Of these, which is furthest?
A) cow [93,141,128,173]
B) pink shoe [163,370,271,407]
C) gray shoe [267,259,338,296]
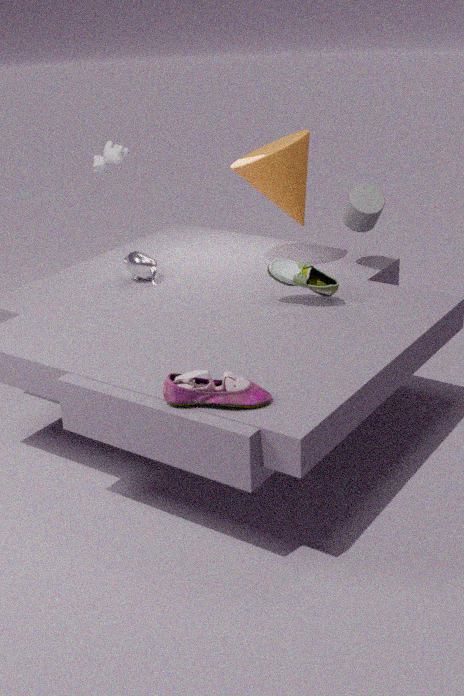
cow [93,141,128,173]
